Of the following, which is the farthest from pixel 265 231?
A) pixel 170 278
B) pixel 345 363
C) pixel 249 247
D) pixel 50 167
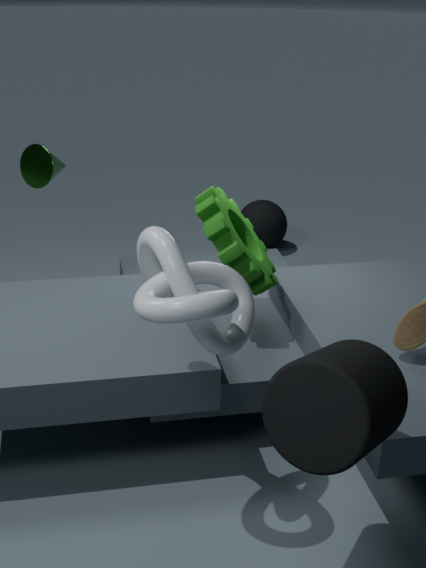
pixel 345 363
